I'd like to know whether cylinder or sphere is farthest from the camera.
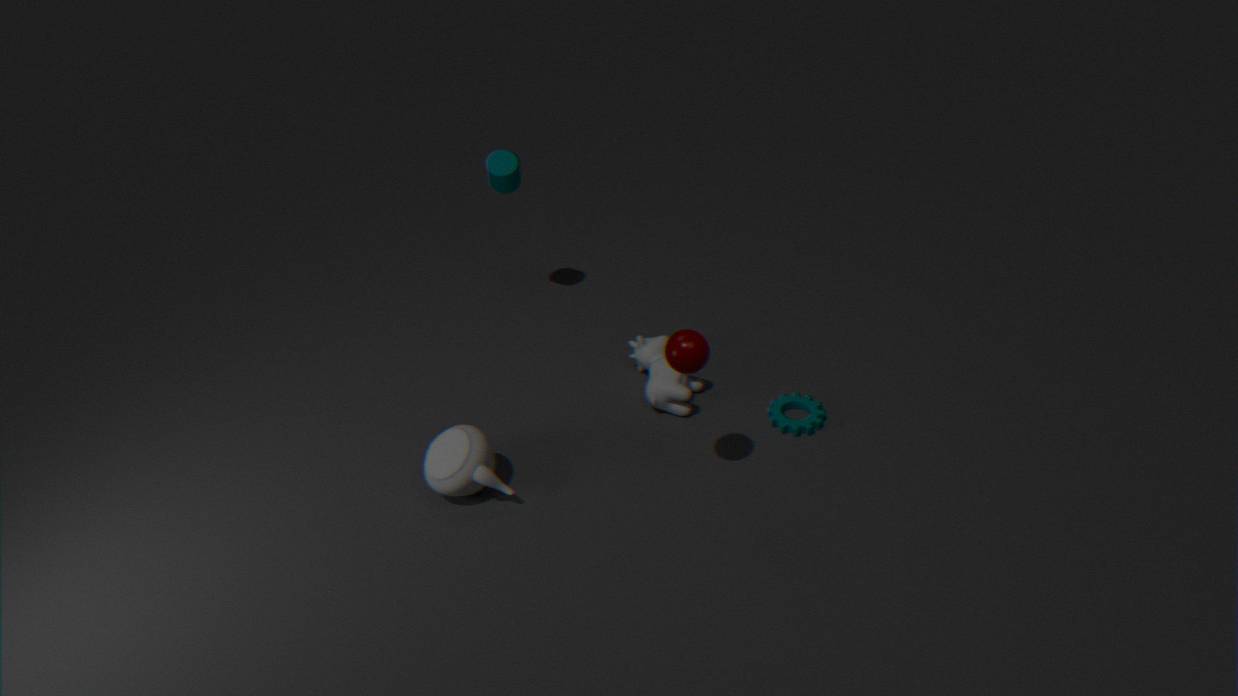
cylinder
